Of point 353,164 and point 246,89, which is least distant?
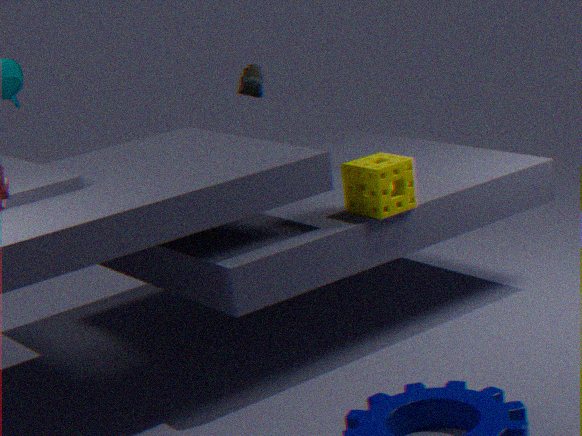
point 353,164
